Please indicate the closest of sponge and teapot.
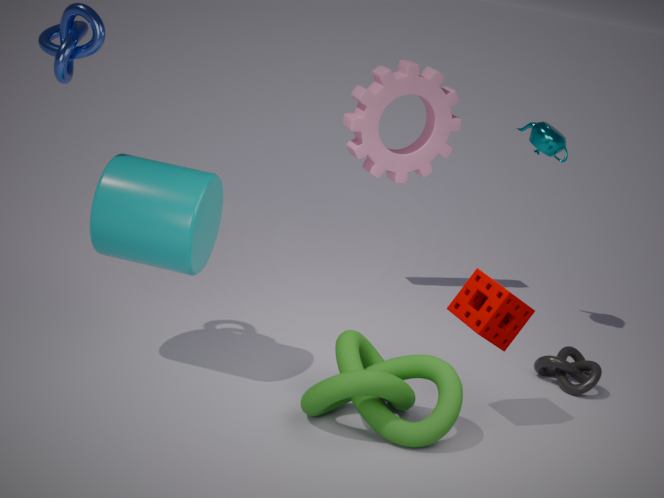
sponge
